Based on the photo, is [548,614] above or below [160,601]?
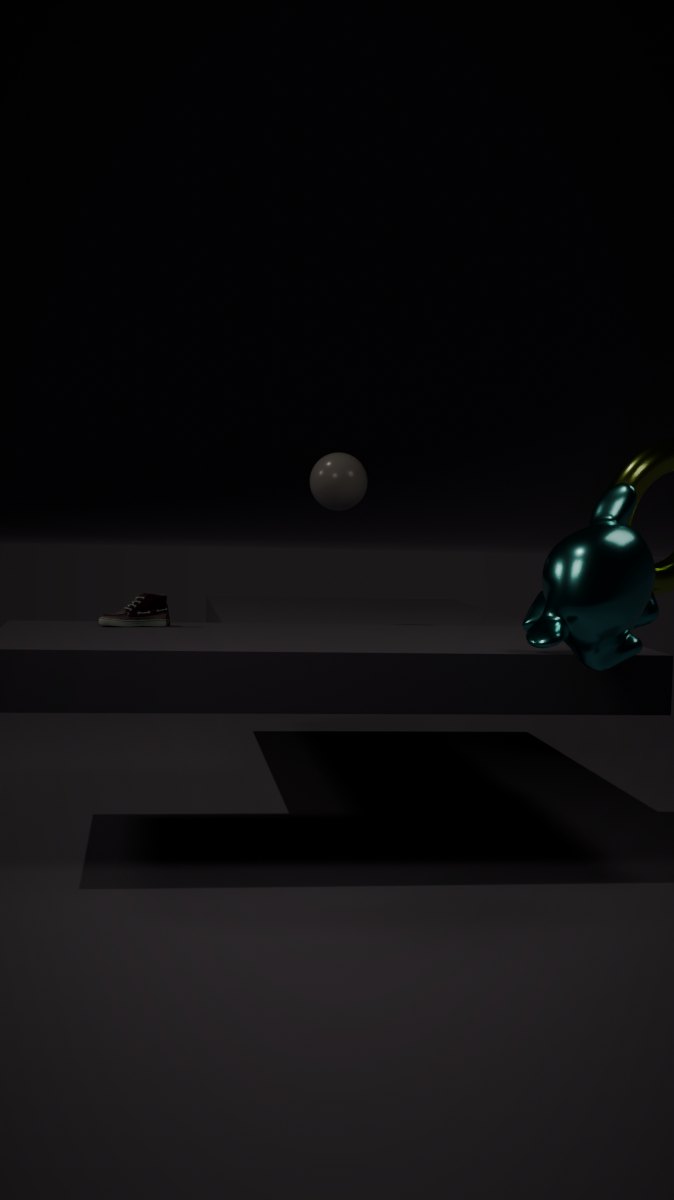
above
